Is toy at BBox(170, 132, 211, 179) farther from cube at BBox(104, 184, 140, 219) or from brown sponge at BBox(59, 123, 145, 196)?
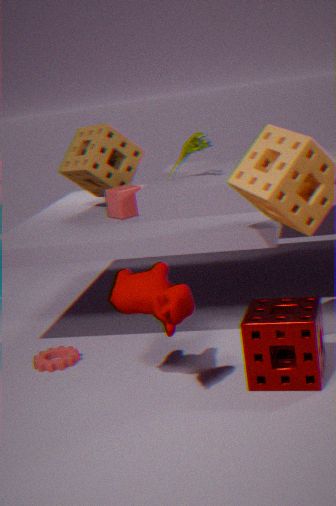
brown sponge at BBox(59, 123, 145, 196)
